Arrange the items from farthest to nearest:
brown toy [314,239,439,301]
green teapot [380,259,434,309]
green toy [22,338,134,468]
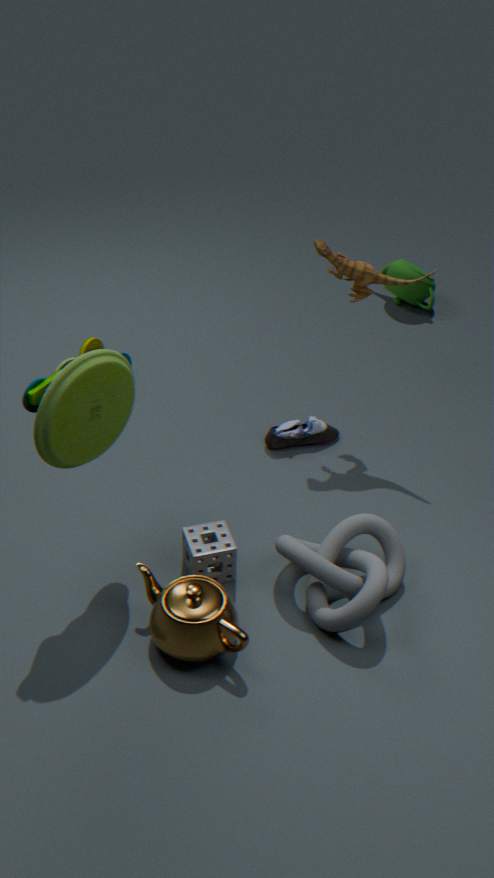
green teapot [380,259,434,309] < brown toy [314,239,439,301] < green toy [22,338,134,468]
